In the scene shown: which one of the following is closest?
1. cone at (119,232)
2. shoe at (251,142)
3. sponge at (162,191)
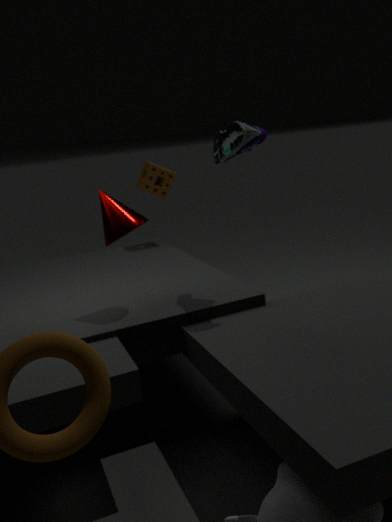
shoe at (251,142)
